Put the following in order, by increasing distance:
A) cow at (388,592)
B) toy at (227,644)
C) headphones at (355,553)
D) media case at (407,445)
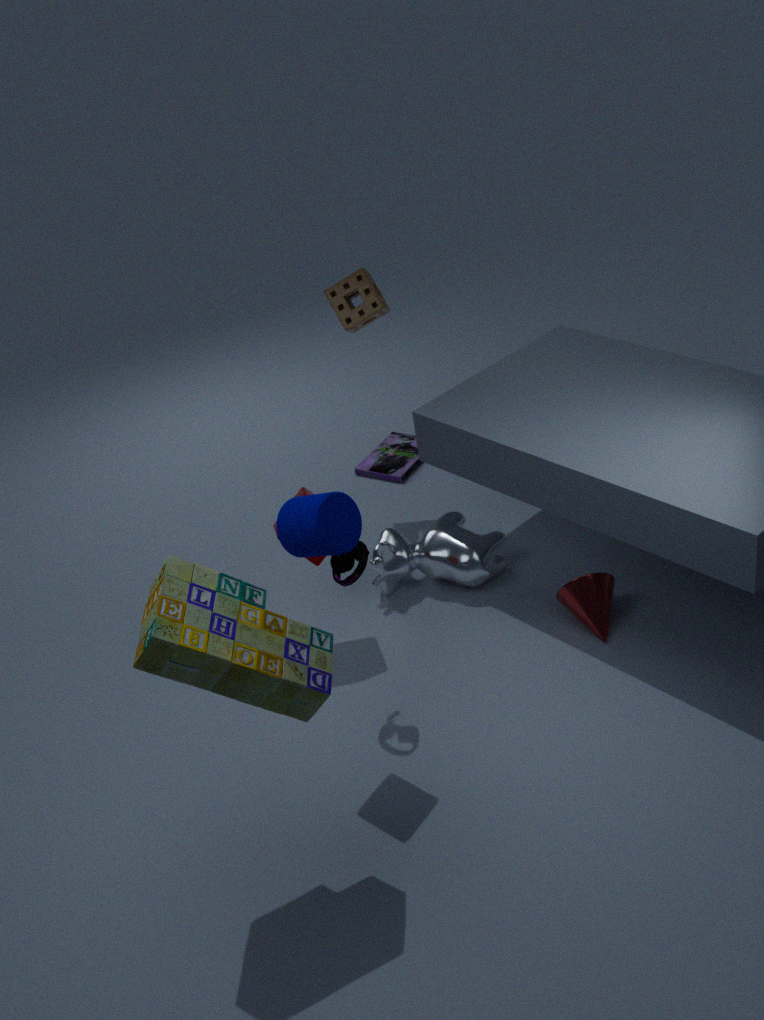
toy at (227,644) → headphones at (355,553) → cow at (388,592) → media case at (407,445)
